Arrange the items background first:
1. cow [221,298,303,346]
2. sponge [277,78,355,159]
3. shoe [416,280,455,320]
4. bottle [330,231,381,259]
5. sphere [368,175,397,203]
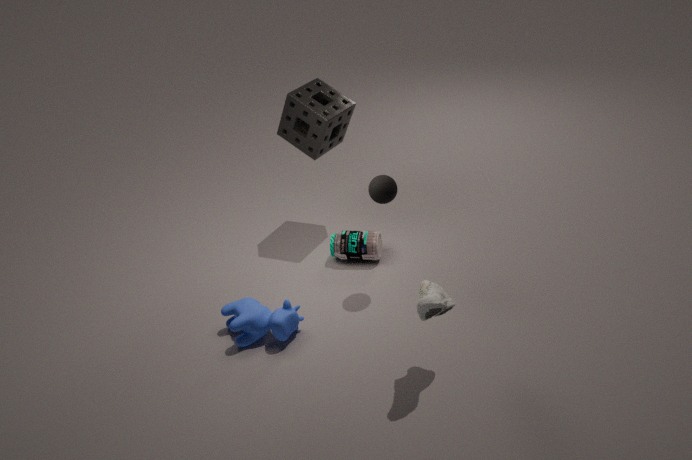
bottle [330,231,381,259] → sponge [277,78,355,159] → cow [221,298,303,346] → sphere [368,175,397,203] → shoe [416,280,455,320]
